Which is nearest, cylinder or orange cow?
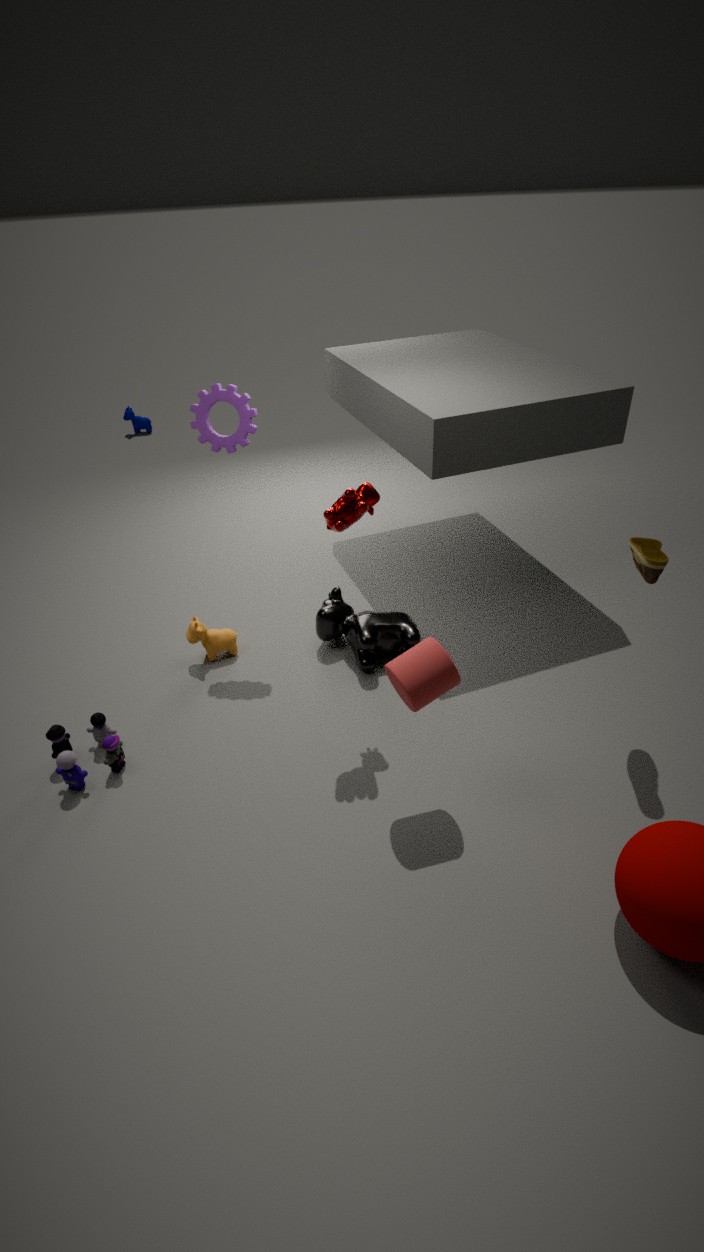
cylinder
